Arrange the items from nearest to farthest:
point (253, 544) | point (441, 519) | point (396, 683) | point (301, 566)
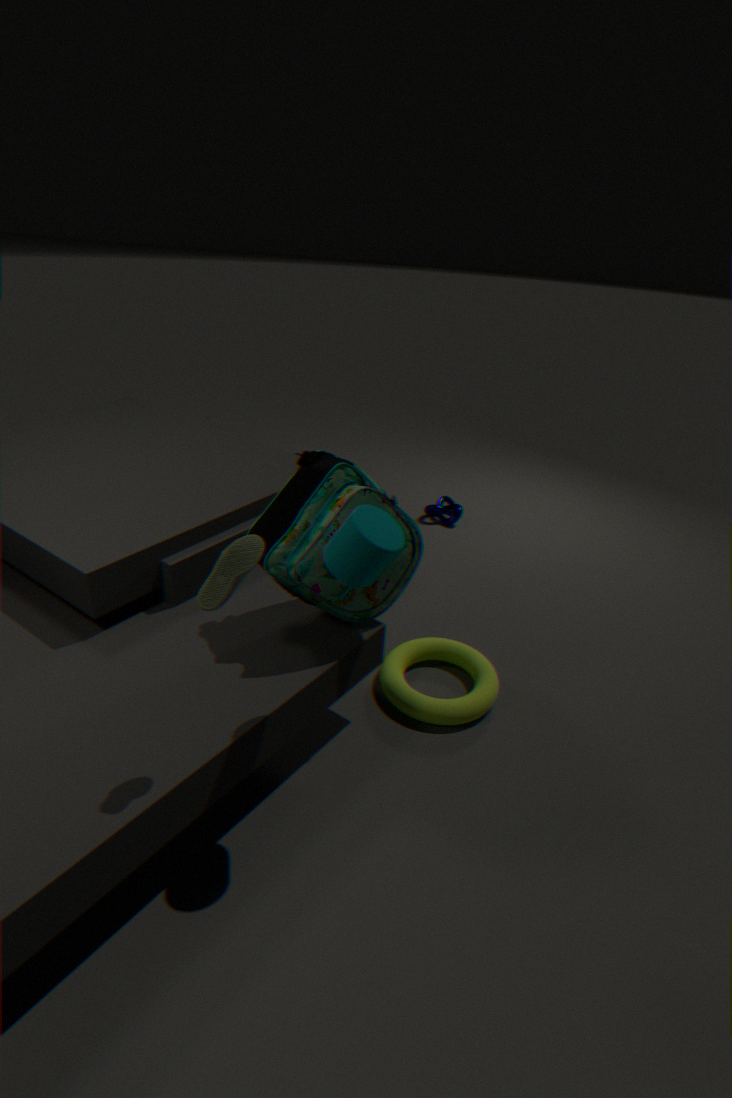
point (253, 544) < point (301, 566) < point (396, 683) < point (441, 519)
